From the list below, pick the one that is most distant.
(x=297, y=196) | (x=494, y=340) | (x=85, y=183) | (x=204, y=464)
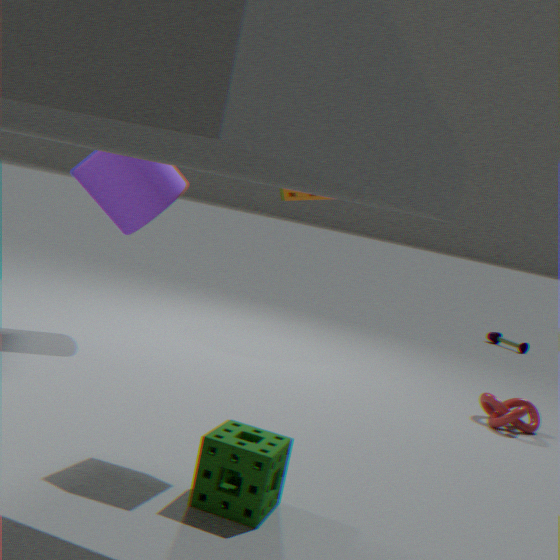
(x=494, y=340)
